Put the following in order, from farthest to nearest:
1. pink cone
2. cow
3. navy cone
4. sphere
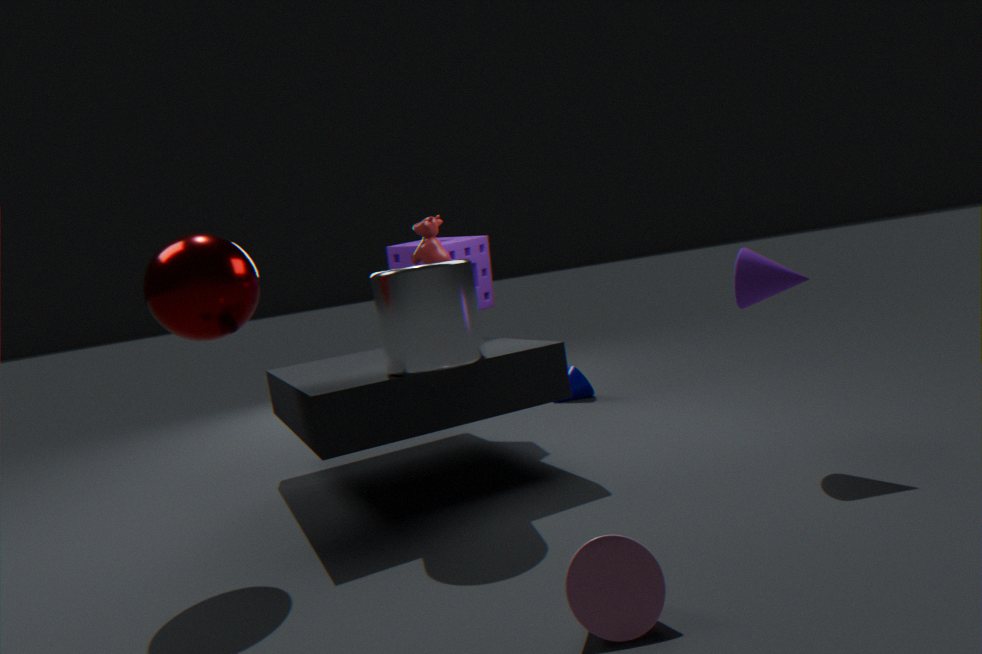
navy cone, cow, sphere, pink cone
